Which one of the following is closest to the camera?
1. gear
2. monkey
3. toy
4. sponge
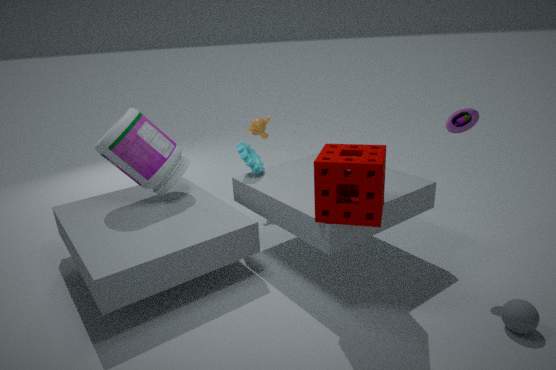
sponge
